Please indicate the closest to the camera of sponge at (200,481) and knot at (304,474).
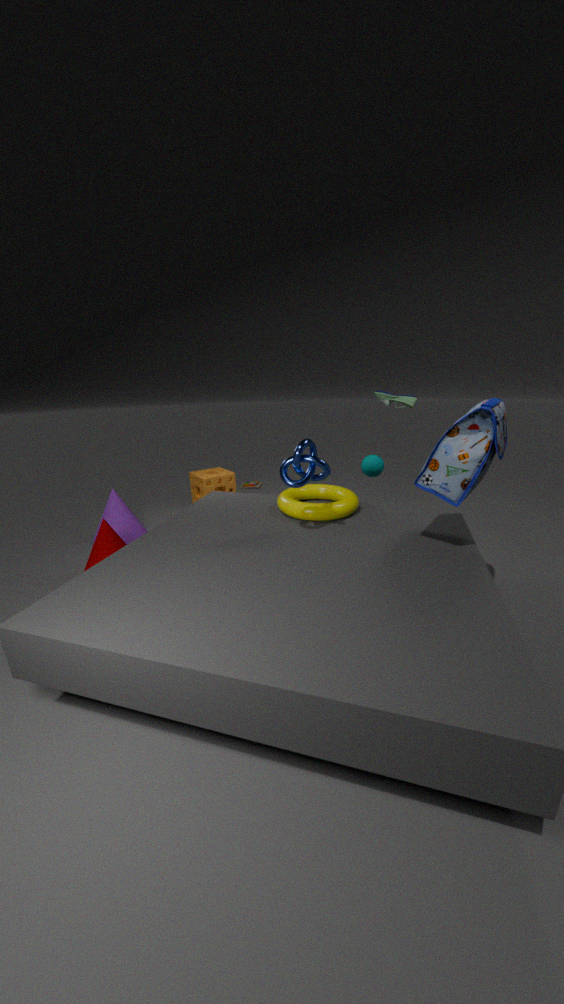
knot at (304,474)
